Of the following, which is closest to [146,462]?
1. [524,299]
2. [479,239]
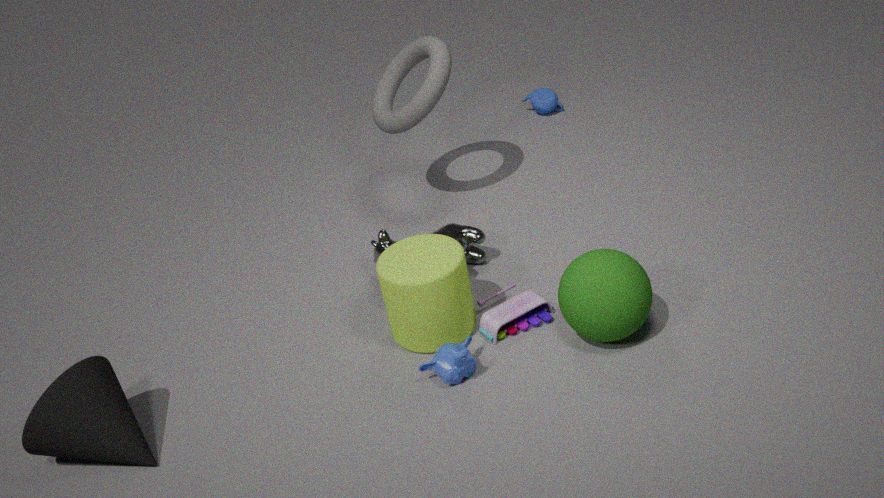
[479,239]
